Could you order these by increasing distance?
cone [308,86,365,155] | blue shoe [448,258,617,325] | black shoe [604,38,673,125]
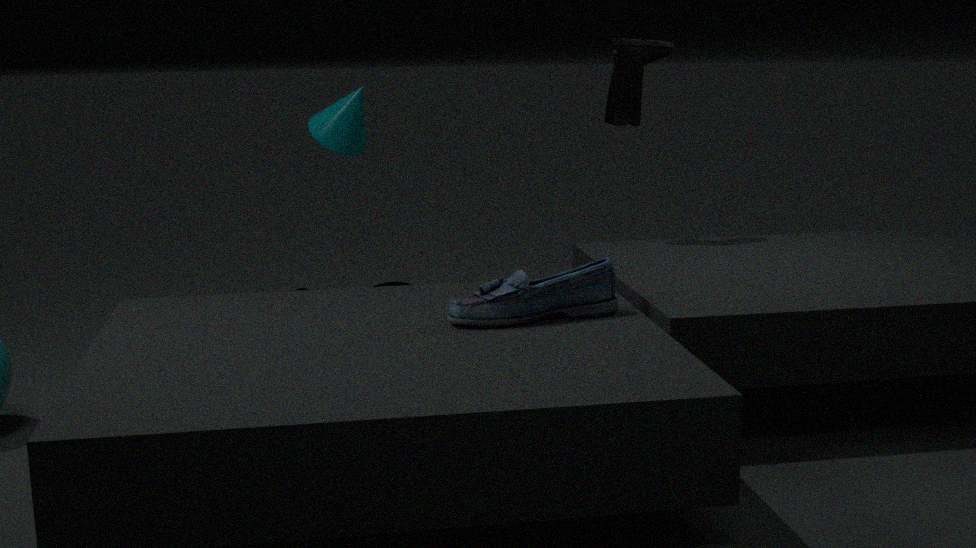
blue shoe [448,258,617,325] < cone [308,86,365,155] < black shoe [604,38,673,125]
